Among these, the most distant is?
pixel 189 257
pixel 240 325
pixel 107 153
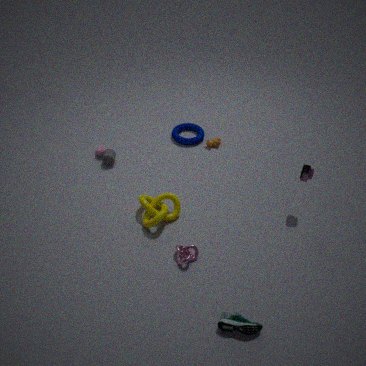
pixel 107 153
